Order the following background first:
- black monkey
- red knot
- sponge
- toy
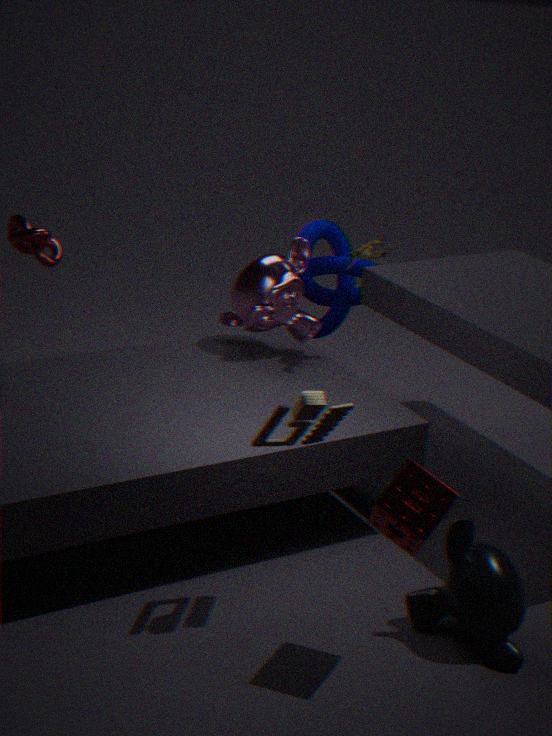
red knot < black monkey < toy < sponge
